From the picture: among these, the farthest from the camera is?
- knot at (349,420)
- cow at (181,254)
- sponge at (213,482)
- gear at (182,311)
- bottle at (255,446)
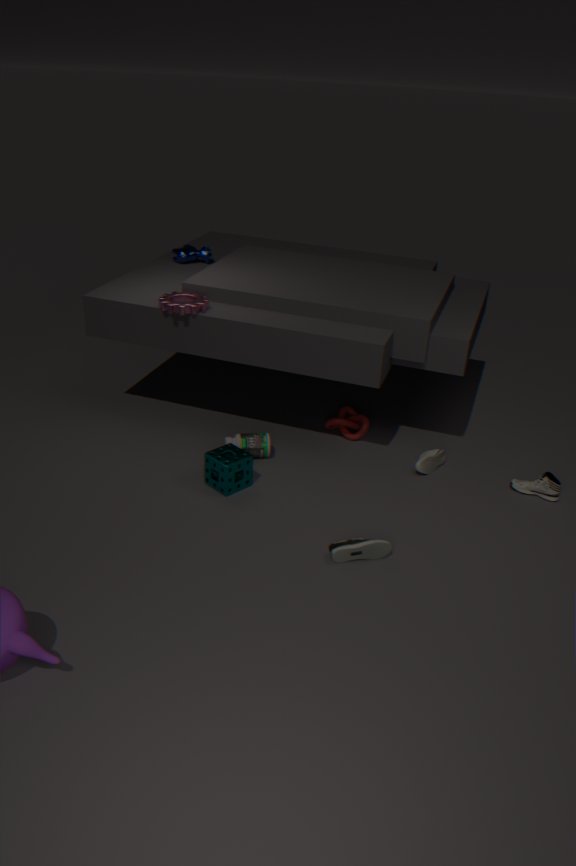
cow at (181,254)
